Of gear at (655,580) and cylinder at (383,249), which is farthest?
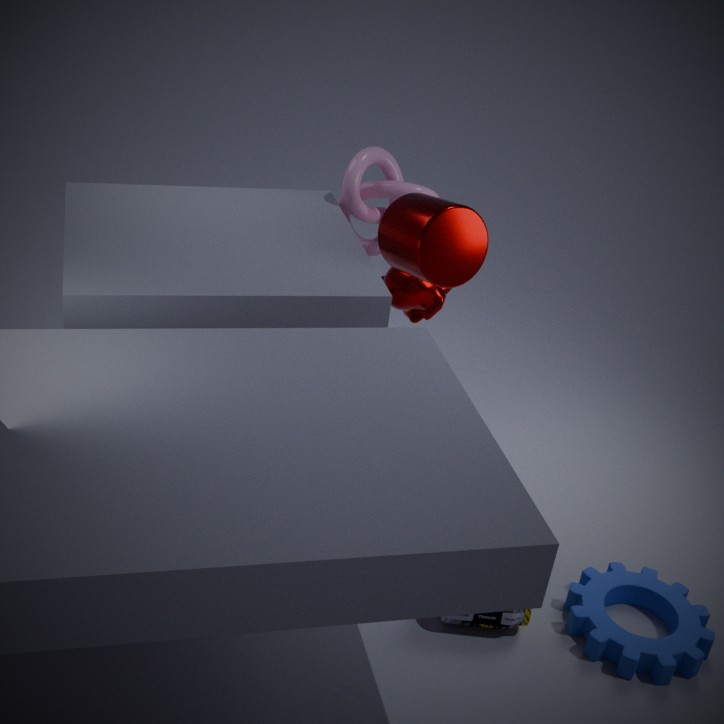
cylinder at (383,249)
